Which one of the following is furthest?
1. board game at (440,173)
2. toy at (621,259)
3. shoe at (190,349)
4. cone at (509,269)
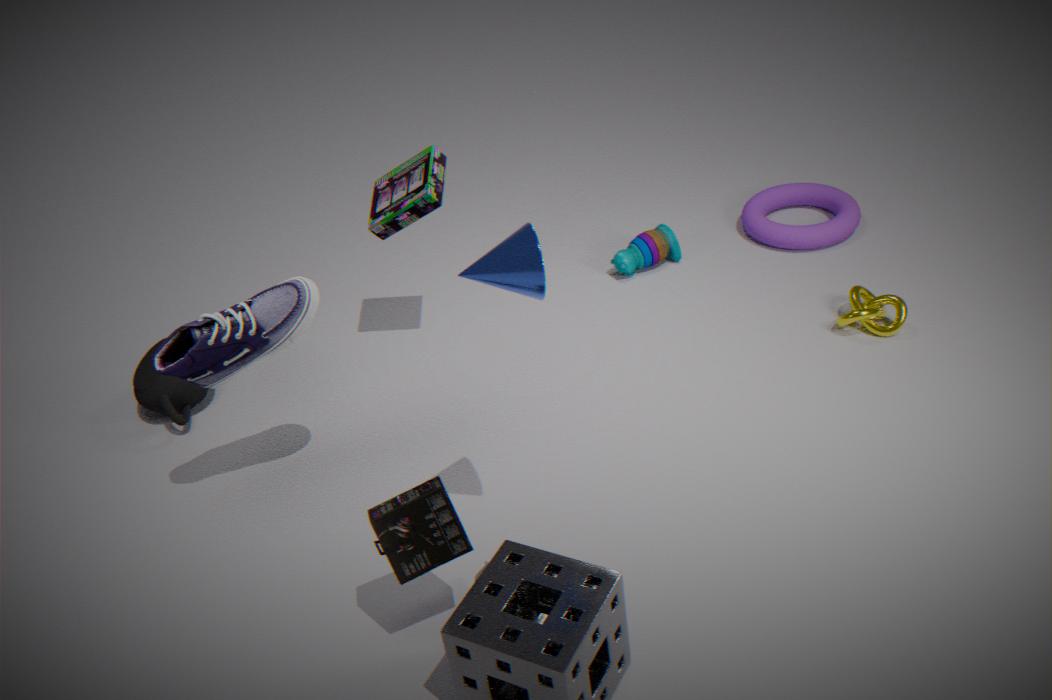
toy at (621,259)
